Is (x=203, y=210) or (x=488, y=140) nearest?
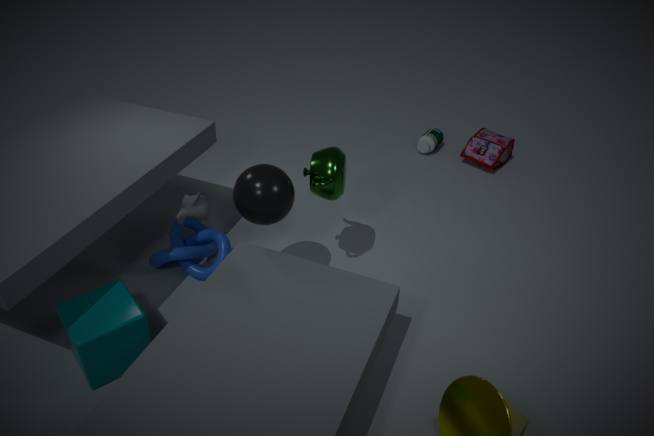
(x=203, y=210)
